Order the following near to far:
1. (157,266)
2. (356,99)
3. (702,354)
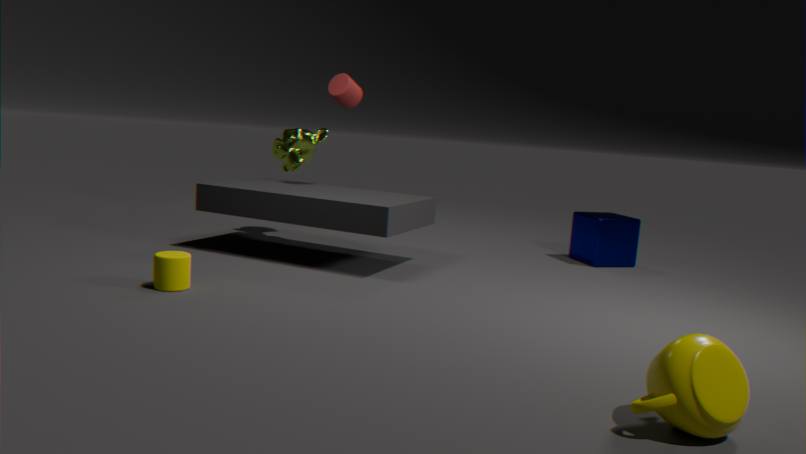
(702,354) → (157,266) → (356,99)
